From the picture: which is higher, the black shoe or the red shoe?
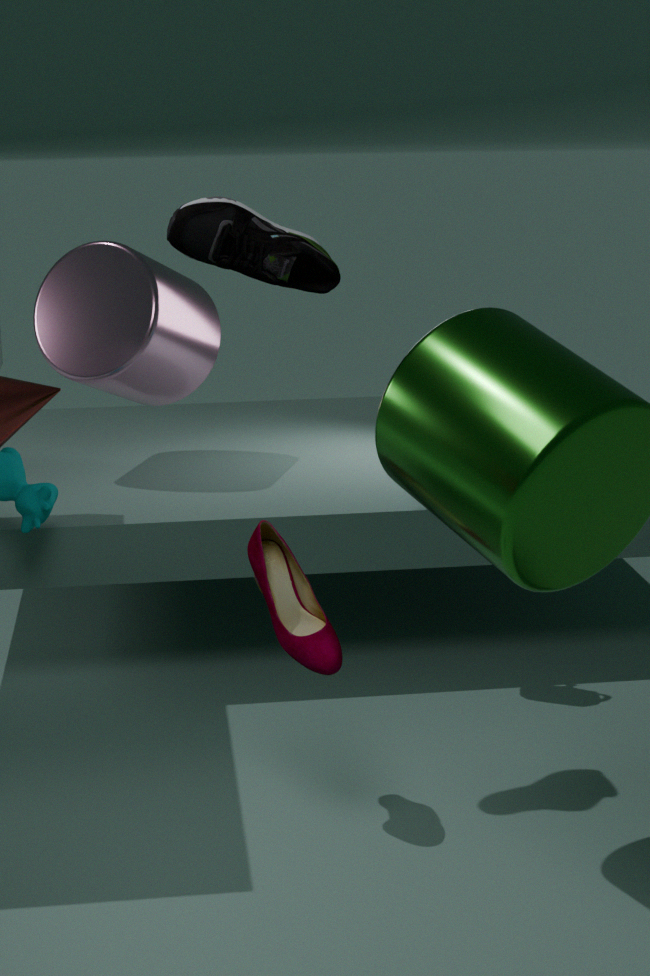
the black shoe
